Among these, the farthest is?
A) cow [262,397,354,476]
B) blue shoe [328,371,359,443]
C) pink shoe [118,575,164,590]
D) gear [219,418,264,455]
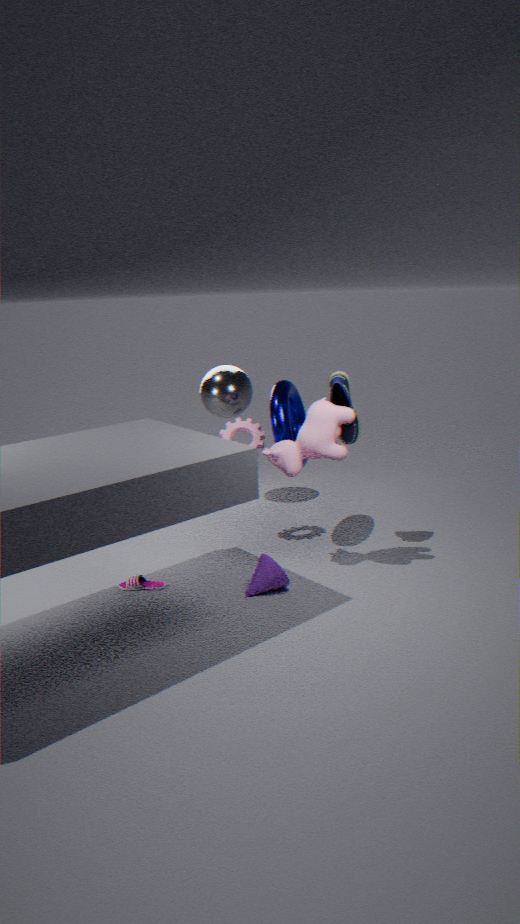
D. gear [219,418,264,455]
